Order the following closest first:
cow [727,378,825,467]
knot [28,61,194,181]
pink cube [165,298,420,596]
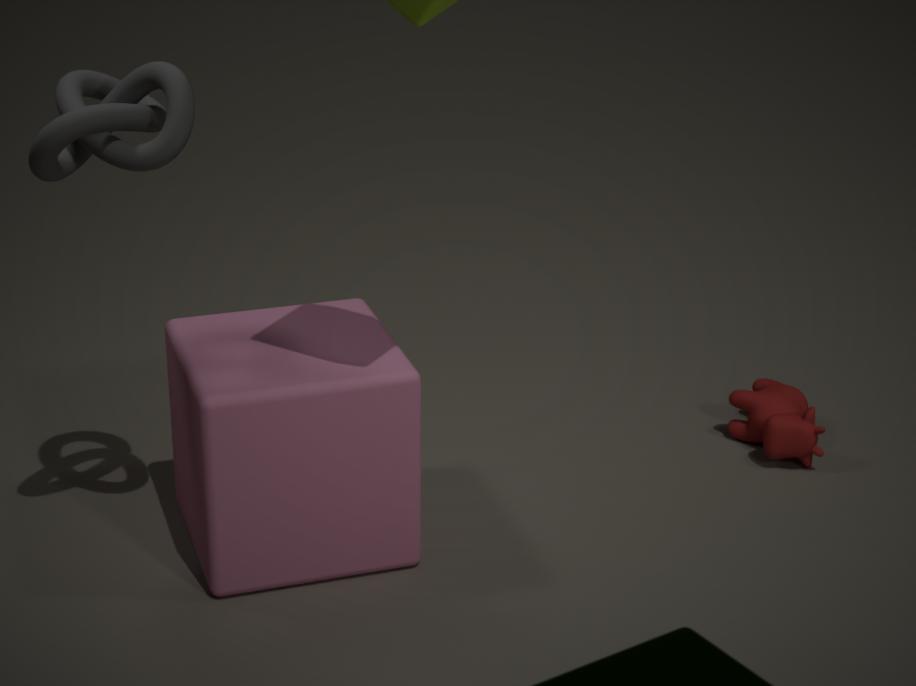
knot [28,61,194,181] < pink cube [165,298,420,596] < cow [727,378,825,467]
